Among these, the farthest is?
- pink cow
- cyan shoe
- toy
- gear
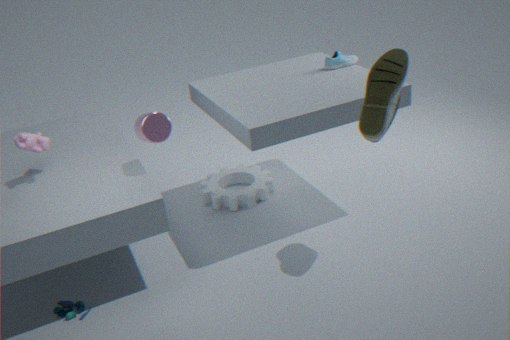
gear
